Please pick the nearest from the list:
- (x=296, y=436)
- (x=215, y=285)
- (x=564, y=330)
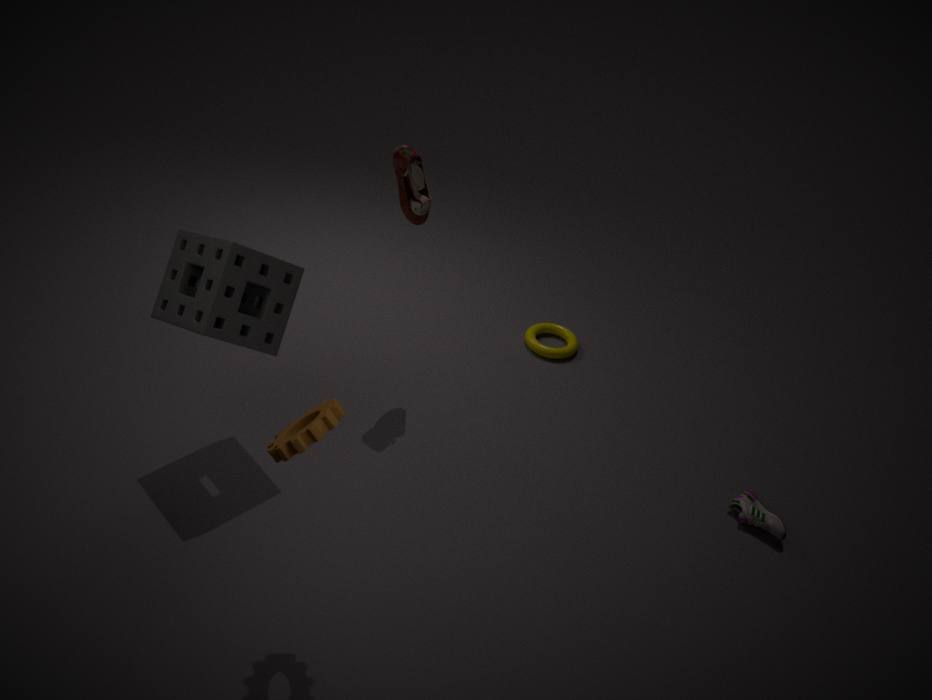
(x=296, y=436)
